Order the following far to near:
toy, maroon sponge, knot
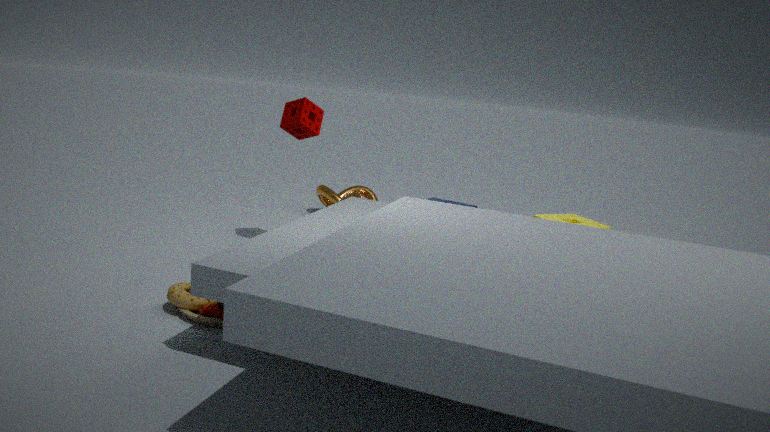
knot
maroon sponge
toy
